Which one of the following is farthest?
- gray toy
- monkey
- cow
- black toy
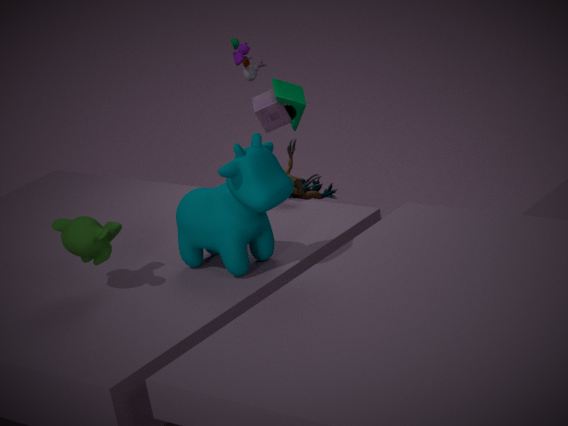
gray toy
